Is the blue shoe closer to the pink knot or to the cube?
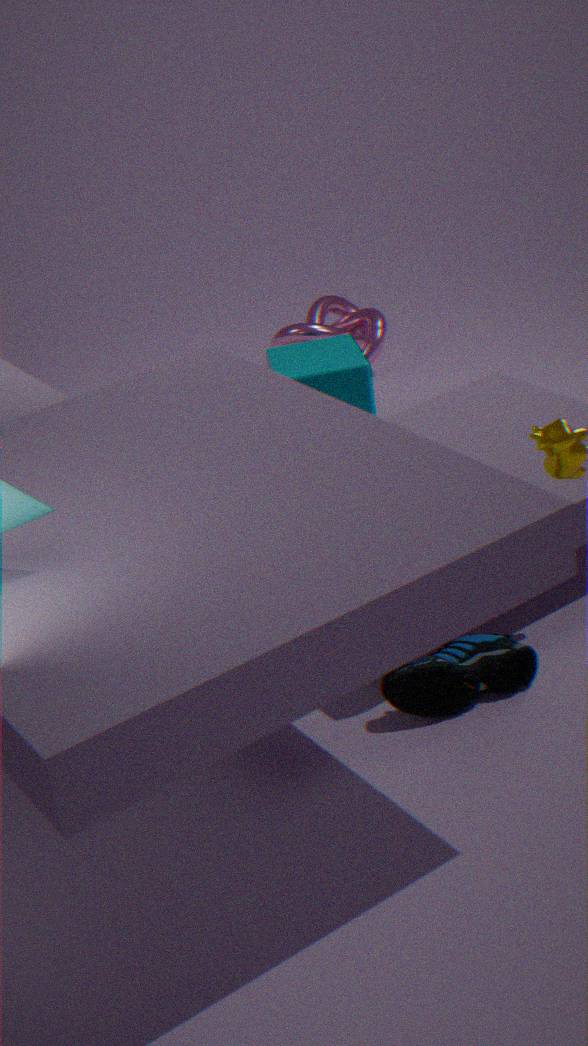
the cube
